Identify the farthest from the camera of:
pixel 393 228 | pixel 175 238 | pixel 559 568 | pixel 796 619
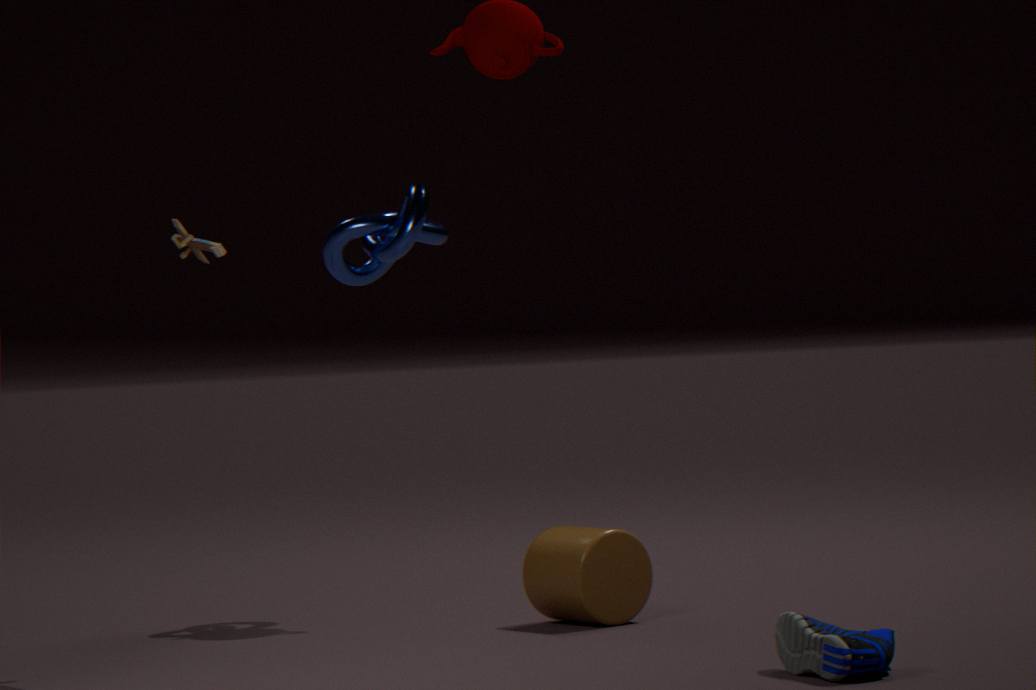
pixel 393 228
